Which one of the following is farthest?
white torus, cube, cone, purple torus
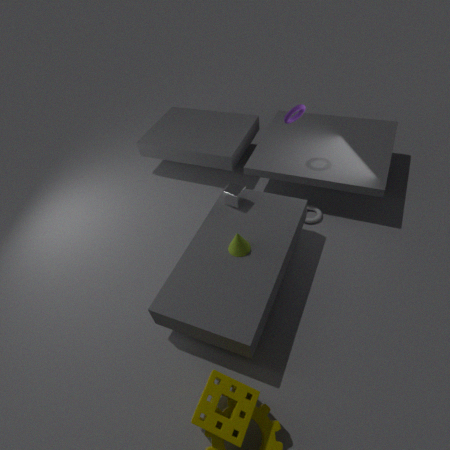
white torus
